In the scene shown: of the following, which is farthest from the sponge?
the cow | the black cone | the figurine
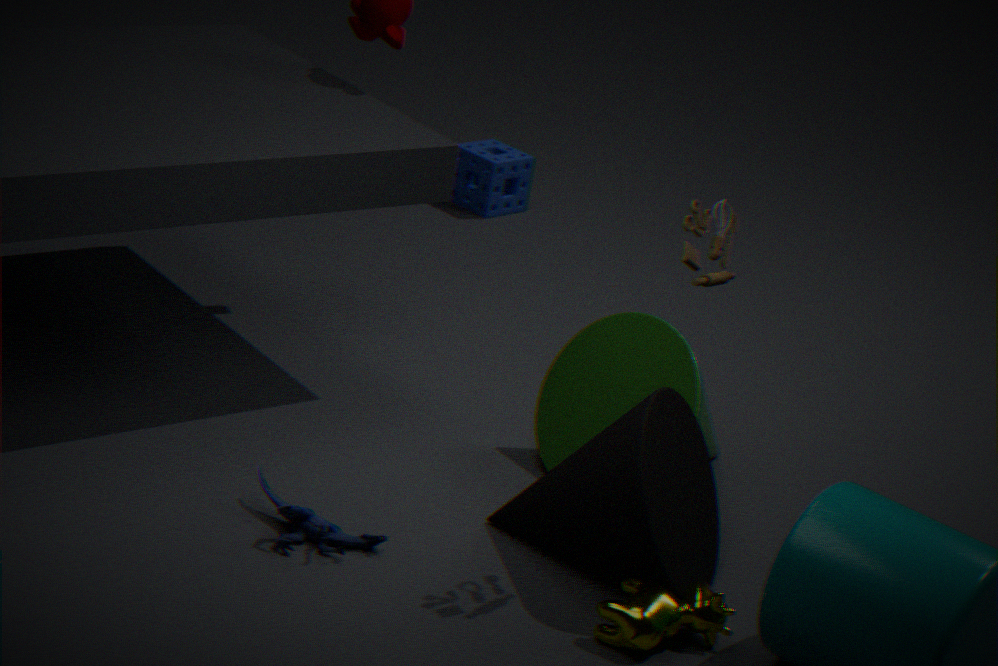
the cow
